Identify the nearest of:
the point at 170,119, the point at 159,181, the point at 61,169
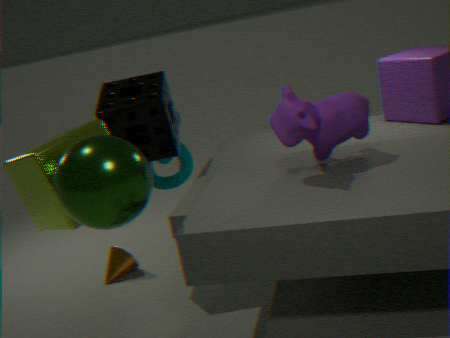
the point at 61,169
